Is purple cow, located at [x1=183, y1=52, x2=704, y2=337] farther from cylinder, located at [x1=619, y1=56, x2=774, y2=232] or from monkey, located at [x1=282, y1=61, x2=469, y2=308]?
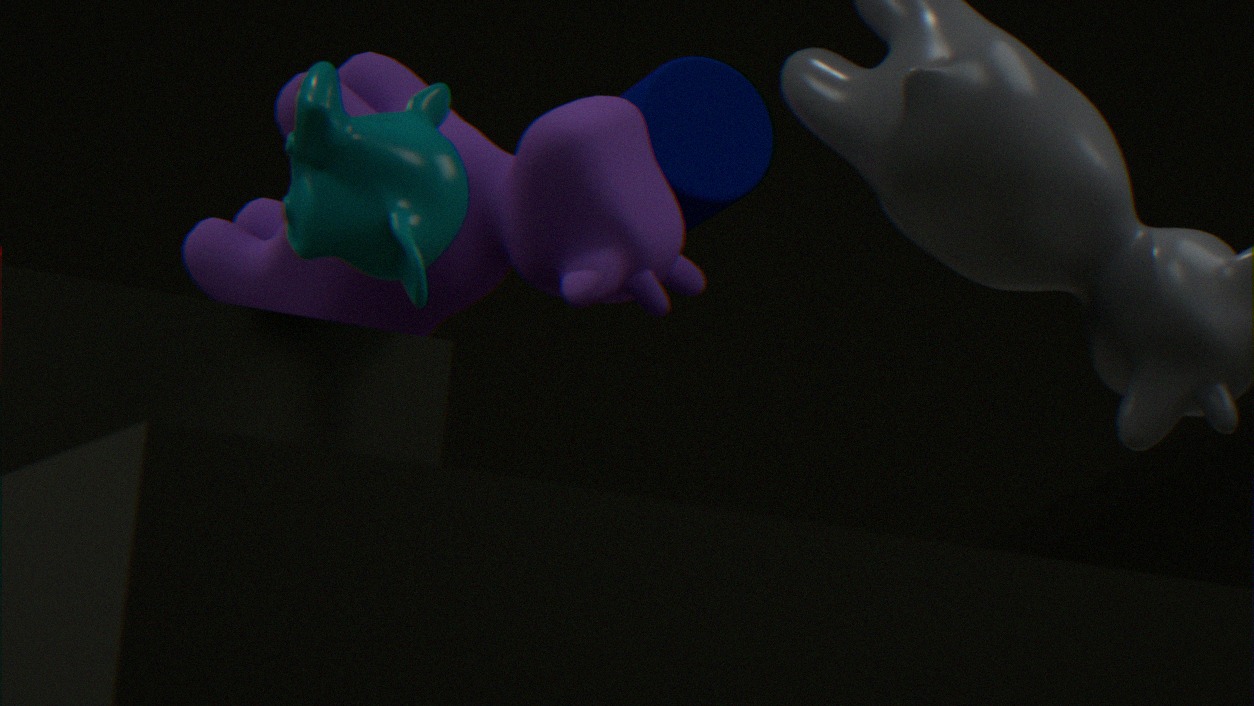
cylinder, located at [x1=619, y1=56, x2=774, y2=232]
